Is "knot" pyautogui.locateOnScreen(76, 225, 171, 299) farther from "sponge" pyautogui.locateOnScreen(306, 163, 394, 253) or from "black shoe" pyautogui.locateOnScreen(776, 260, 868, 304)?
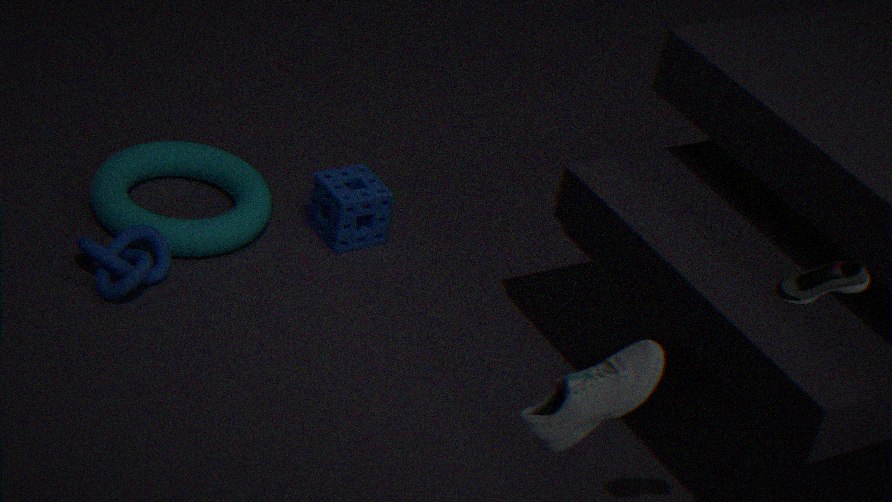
"black shoe" pyautogui.locateOnScreen(776, 260, 868, 304)
